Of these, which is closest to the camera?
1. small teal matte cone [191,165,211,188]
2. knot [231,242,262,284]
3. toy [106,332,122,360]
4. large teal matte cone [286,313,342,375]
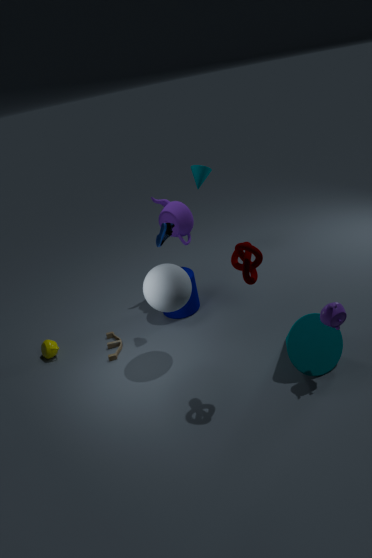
knot [231,242,262,284]
